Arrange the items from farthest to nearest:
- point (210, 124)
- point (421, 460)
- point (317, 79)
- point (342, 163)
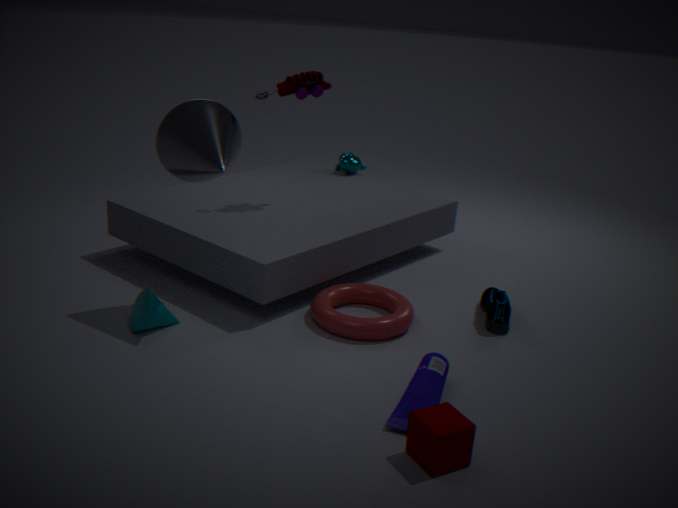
1. point (342, 163)
2. point (317, 79)
3. point (210, 124)
4. point (421, 460)
